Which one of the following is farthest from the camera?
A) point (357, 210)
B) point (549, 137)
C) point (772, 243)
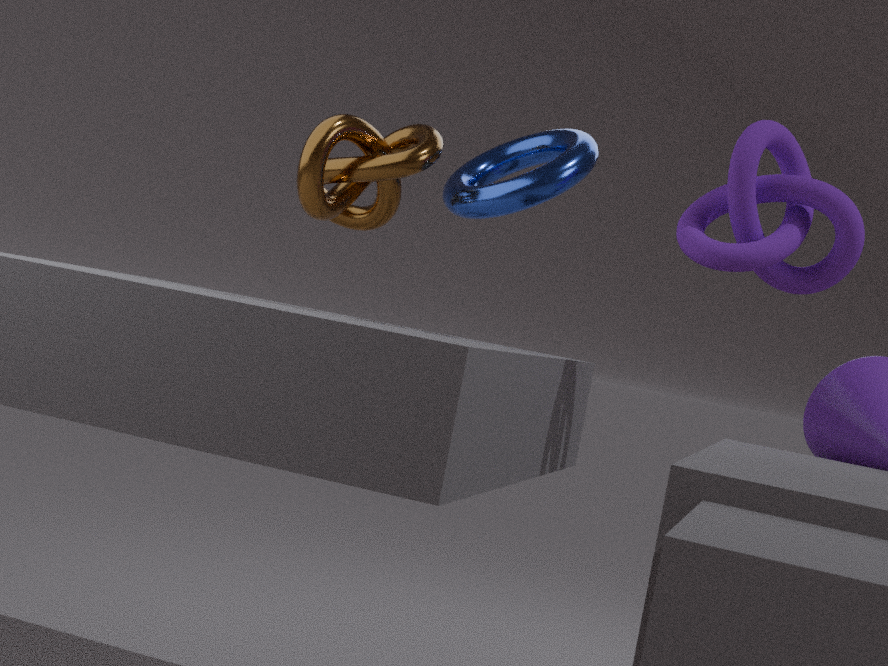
point (357, 210)
